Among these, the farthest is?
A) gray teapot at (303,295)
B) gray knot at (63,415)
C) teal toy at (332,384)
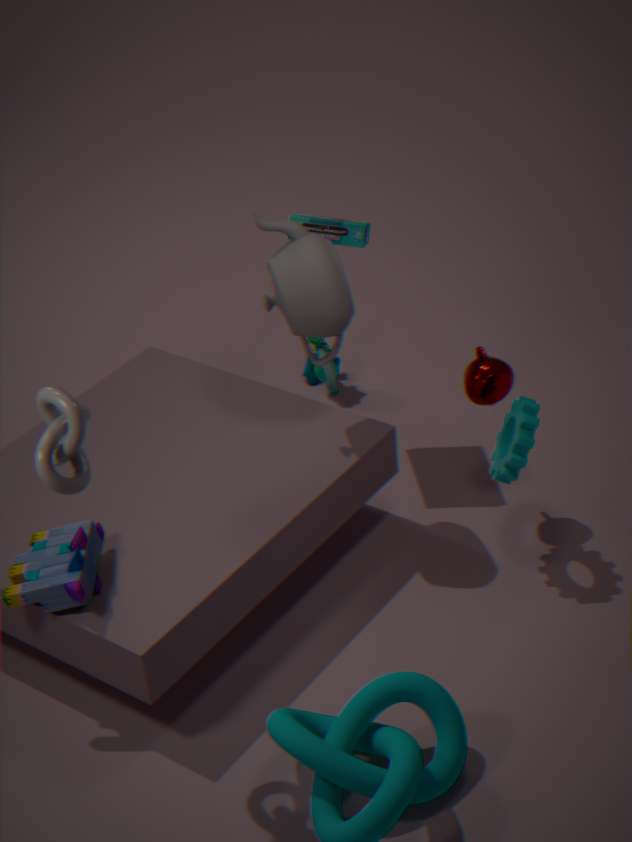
teal toy at (332,384)
